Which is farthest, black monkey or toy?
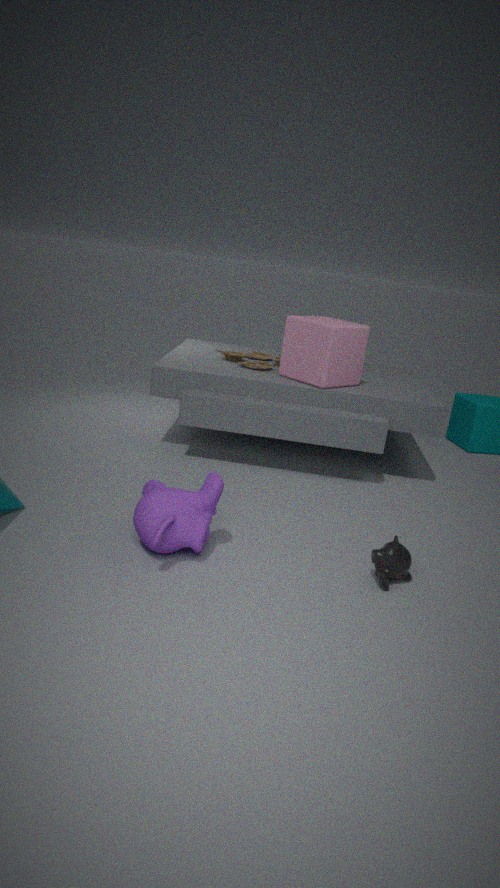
toy
